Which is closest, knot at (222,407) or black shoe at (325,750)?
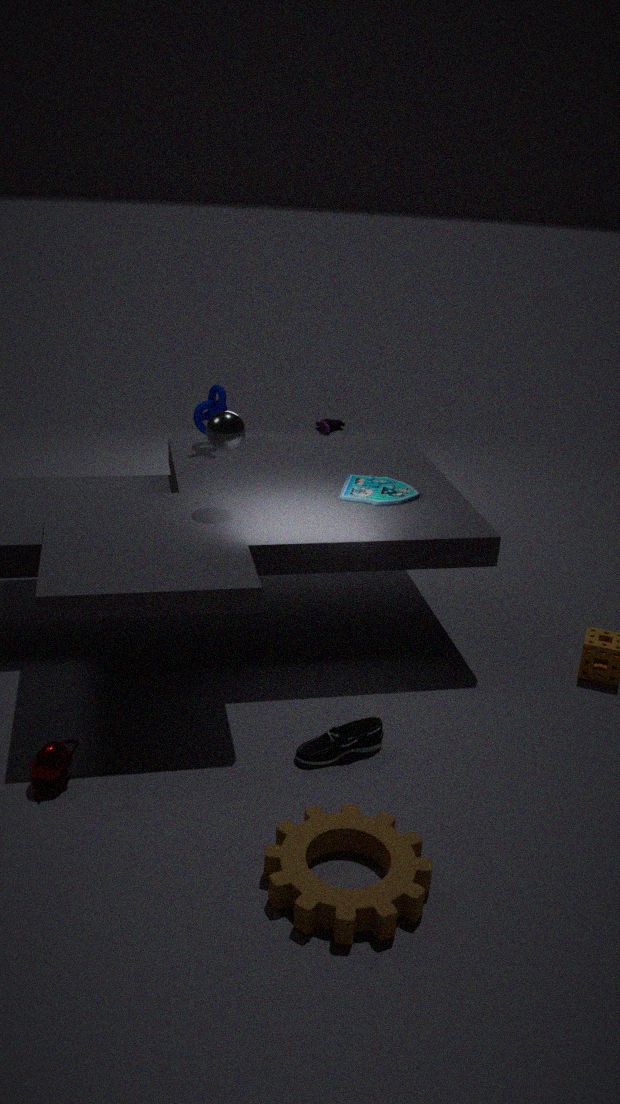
black shoe at (325,750)
